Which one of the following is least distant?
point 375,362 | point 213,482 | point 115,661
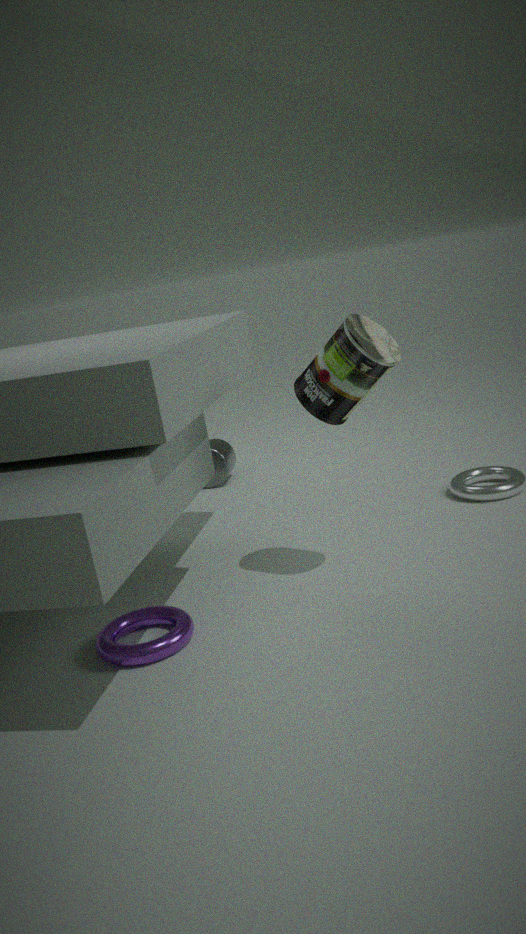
point 115,661
